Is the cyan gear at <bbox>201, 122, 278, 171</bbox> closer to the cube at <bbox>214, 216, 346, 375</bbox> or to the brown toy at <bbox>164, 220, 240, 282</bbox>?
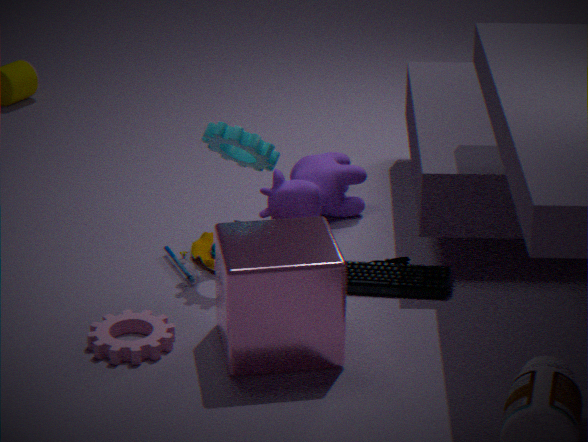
the brown toy at <bbox>164, 220, 240, 282</bbox>
